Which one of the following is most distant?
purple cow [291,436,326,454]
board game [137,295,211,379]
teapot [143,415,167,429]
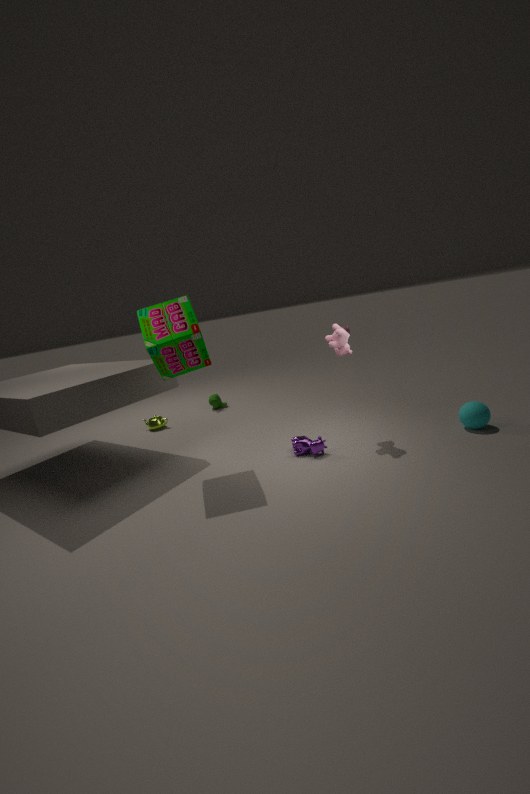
teapot [143,415,167,429]
